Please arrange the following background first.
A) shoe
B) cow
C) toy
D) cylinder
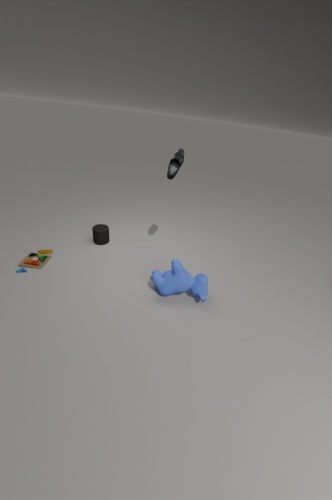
cylinder, toy, shoe, cow
